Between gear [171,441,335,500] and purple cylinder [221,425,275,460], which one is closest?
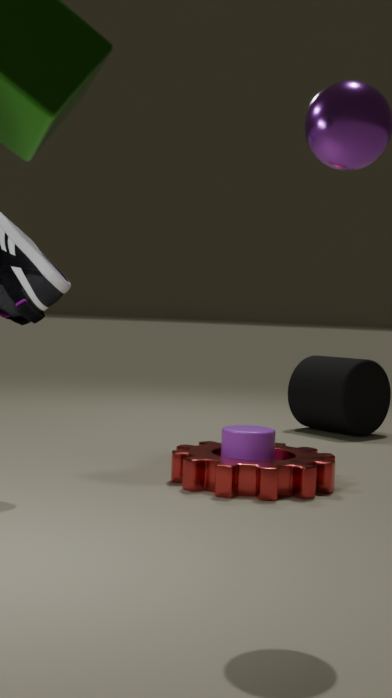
gear [171,441,335,500]
